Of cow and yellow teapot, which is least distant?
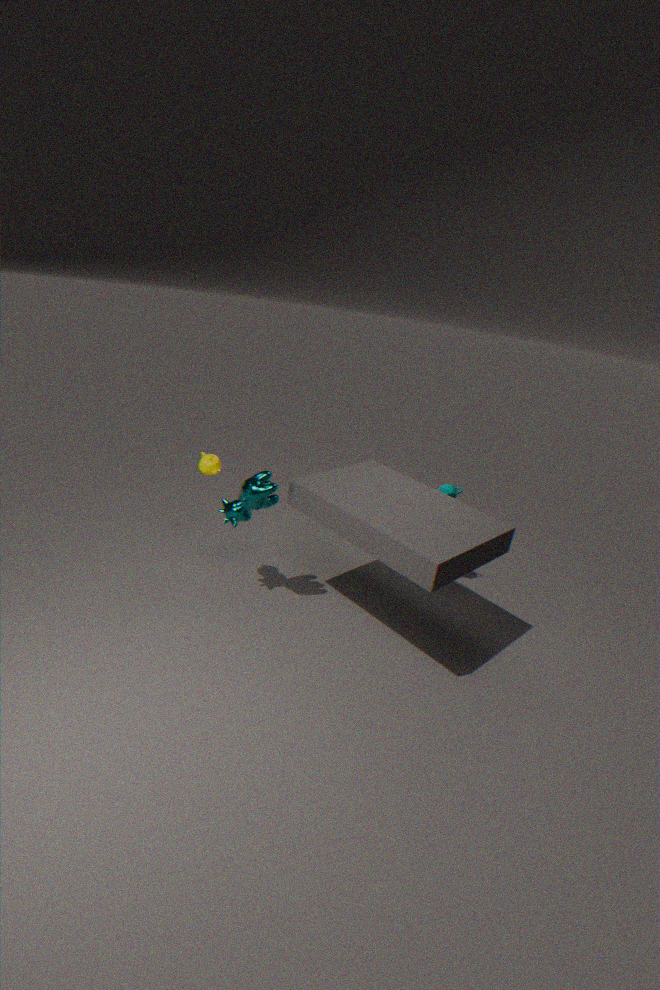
cow
